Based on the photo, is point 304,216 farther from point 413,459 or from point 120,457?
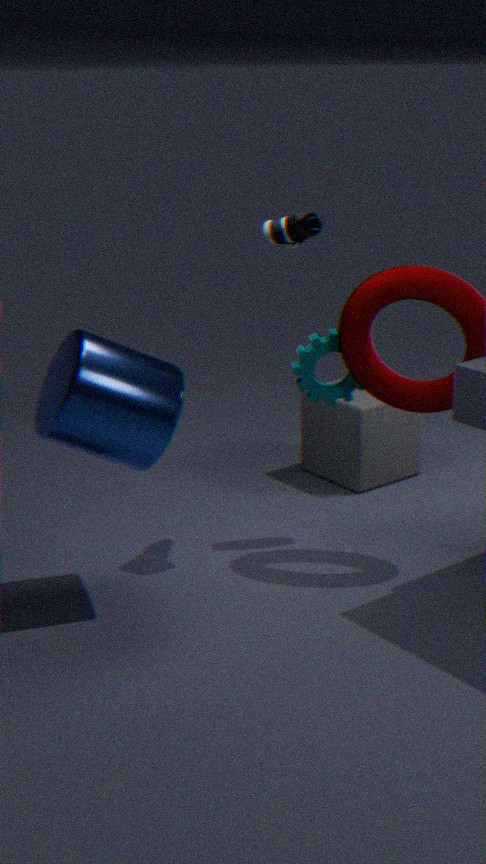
point 413,459
